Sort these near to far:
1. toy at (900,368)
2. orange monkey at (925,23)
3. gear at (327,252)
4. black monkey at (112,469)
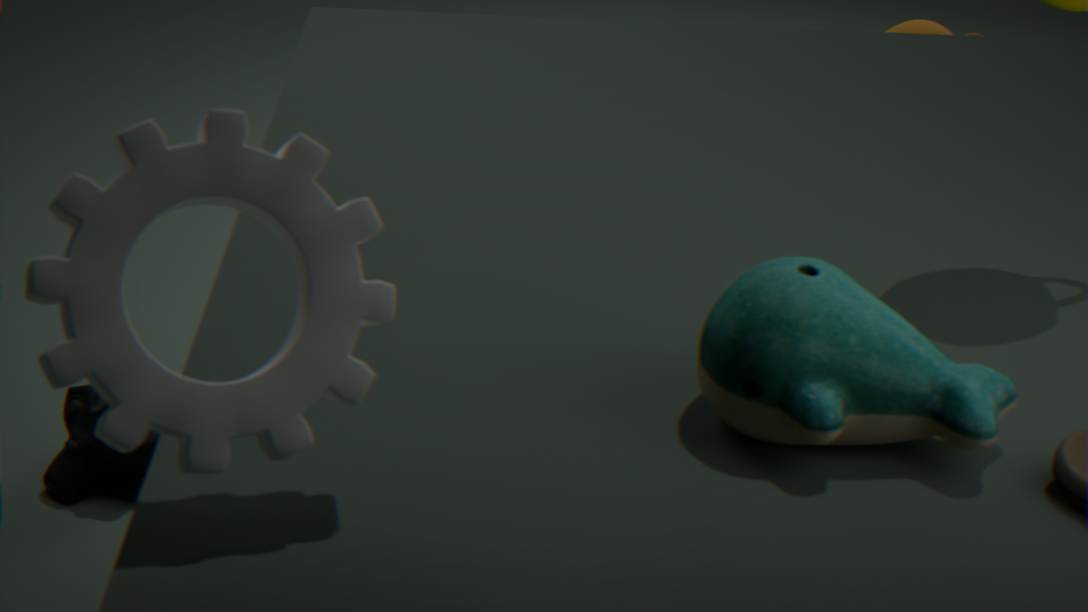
gear at (327,252)
toy at (900,368)
black monkey at (112,469)
orange monkey at (925,23)
